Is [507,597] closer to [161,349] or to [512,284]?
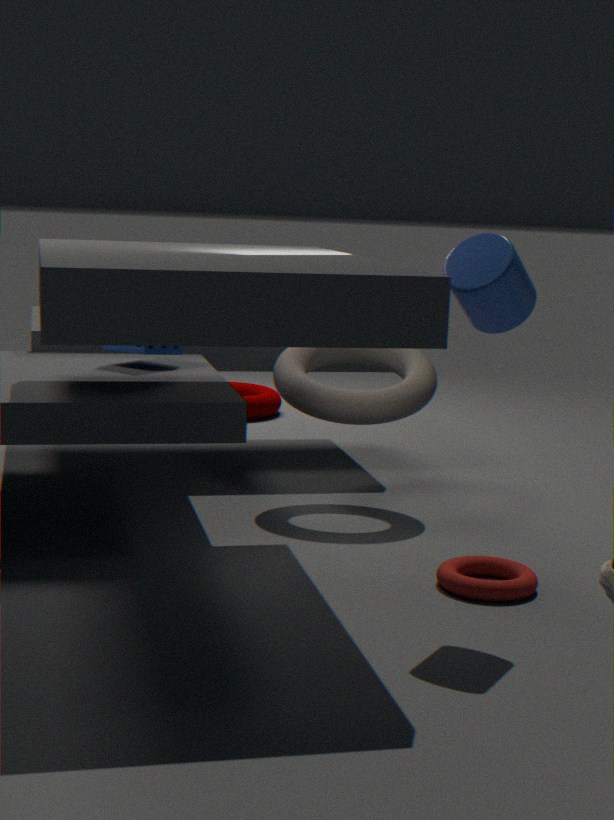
[512,284]
